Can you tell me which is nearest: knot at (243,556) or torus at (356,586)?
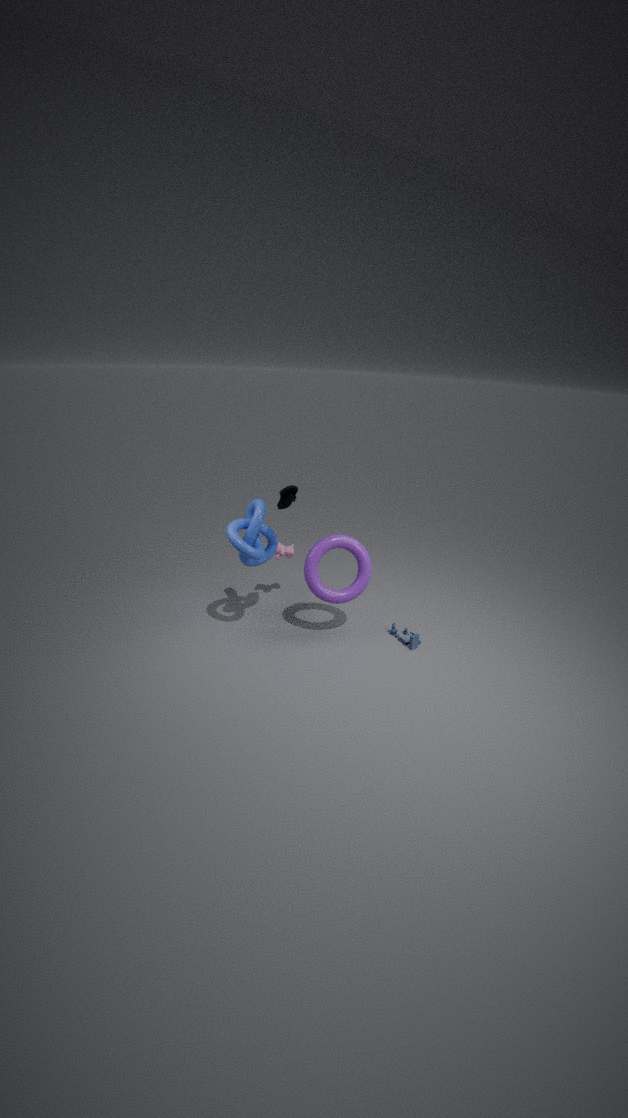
knot at (243,556)
